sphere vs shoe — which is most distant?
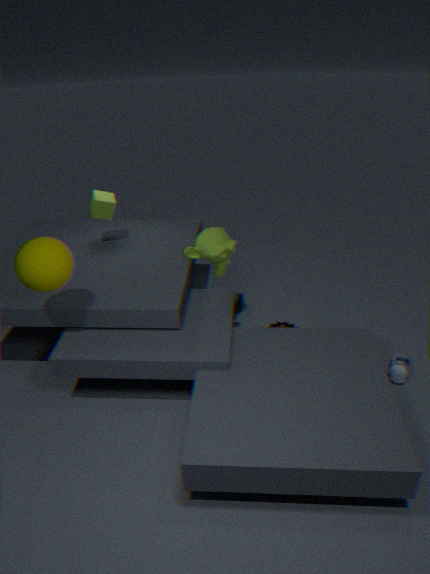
shoe
